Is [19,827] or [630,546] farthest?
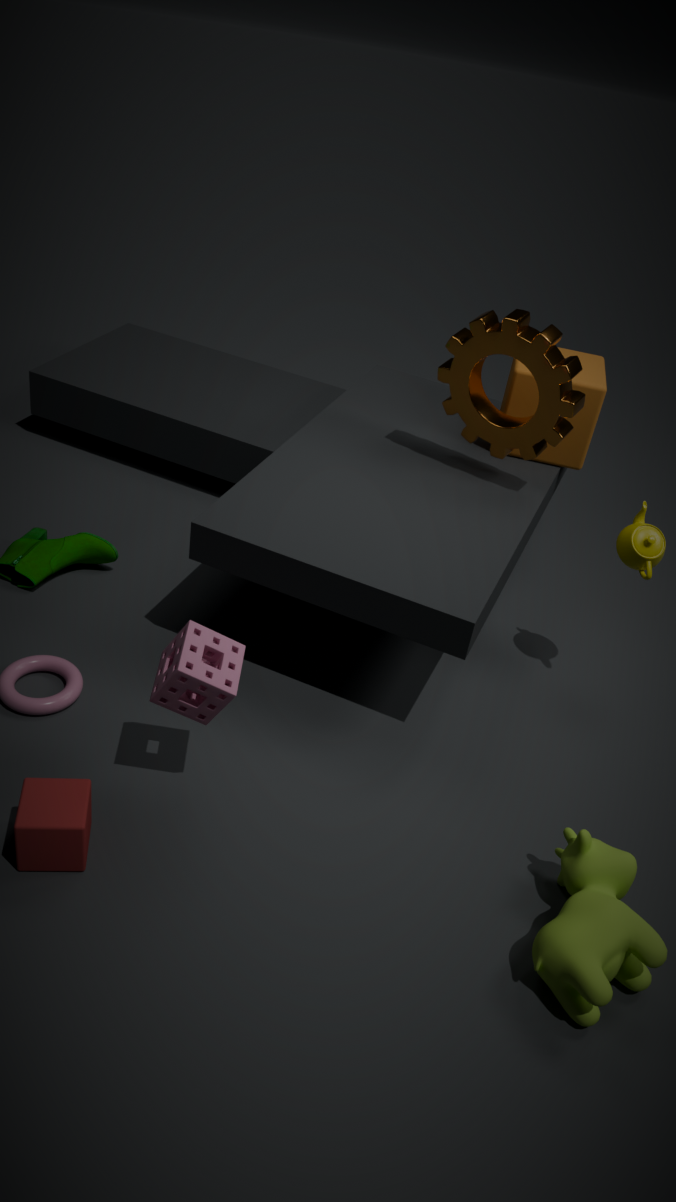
[630,546]
